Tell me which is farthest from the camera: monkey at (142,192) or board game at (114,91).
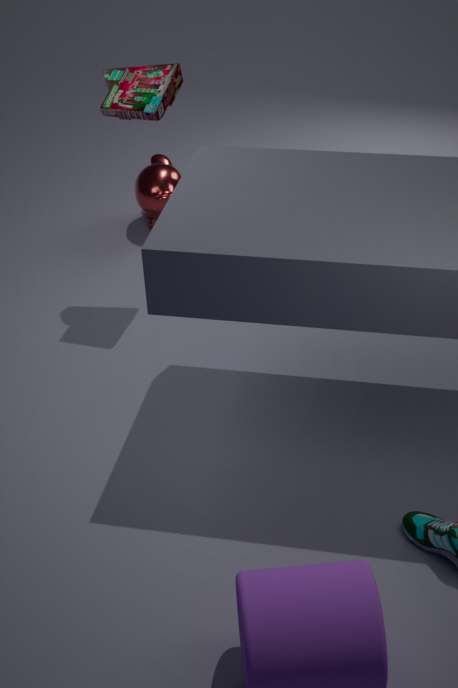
monkey at (142,192)
